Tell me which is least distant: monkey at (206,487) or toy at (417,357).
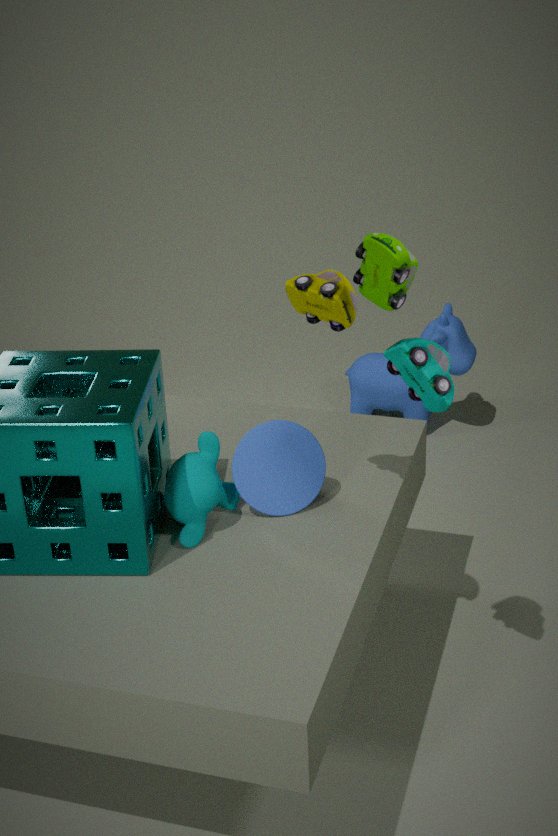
toy at (417,357)
